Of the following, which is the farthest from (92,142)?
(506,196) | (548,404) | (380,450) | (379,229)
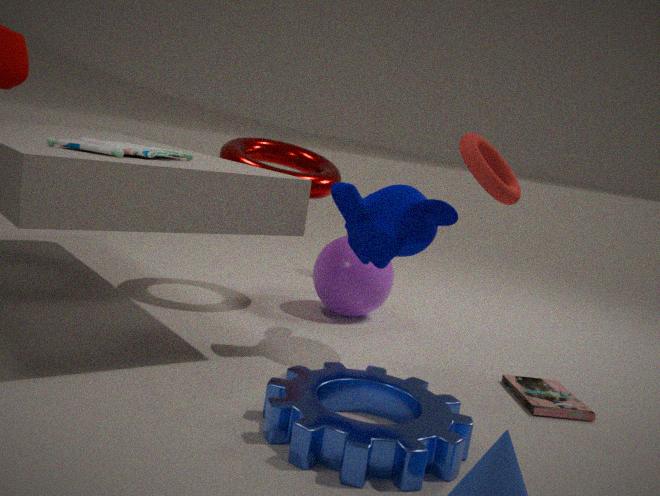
(548,404)
